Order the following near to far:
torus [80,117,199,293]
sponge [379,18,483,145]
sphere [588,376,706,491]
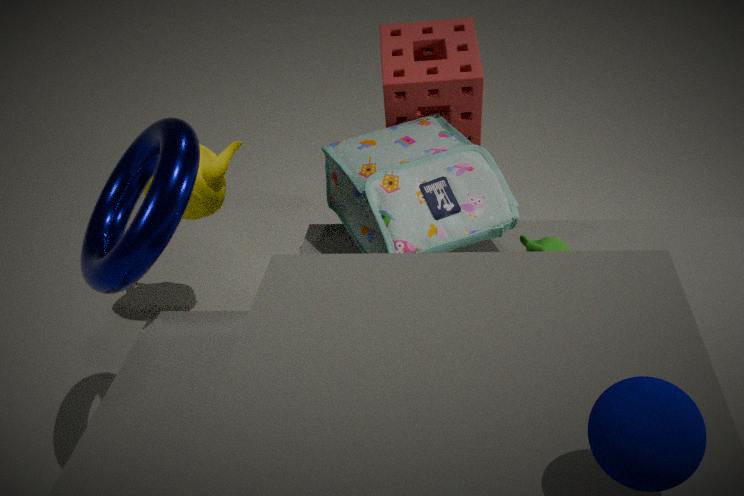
1. sphere [588,376,706,491]
2. torus [80,117,199,293]
3. sponge [379,18,483,145]
